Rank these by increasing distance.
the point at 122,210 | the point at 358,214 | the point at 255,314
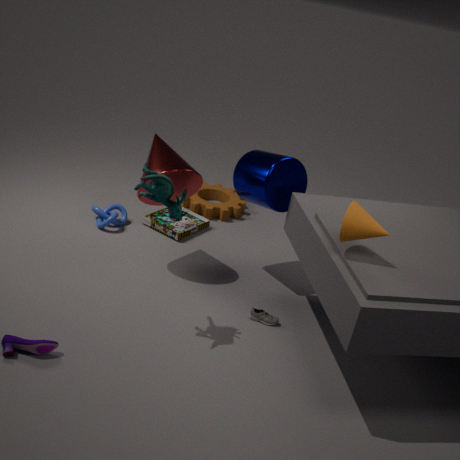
1. the point at 358,214
2. the point at 255,314
3. the point at 122,210
